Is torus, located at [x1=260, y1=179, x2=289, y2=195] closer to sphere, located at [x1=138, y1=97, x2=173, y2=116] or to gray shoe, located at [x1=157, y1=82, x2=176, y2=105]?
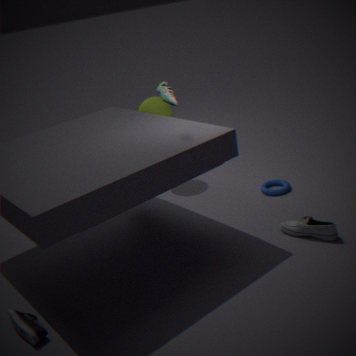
sphere, located at [x1=138, y1=97, x2=173, y2=116]
